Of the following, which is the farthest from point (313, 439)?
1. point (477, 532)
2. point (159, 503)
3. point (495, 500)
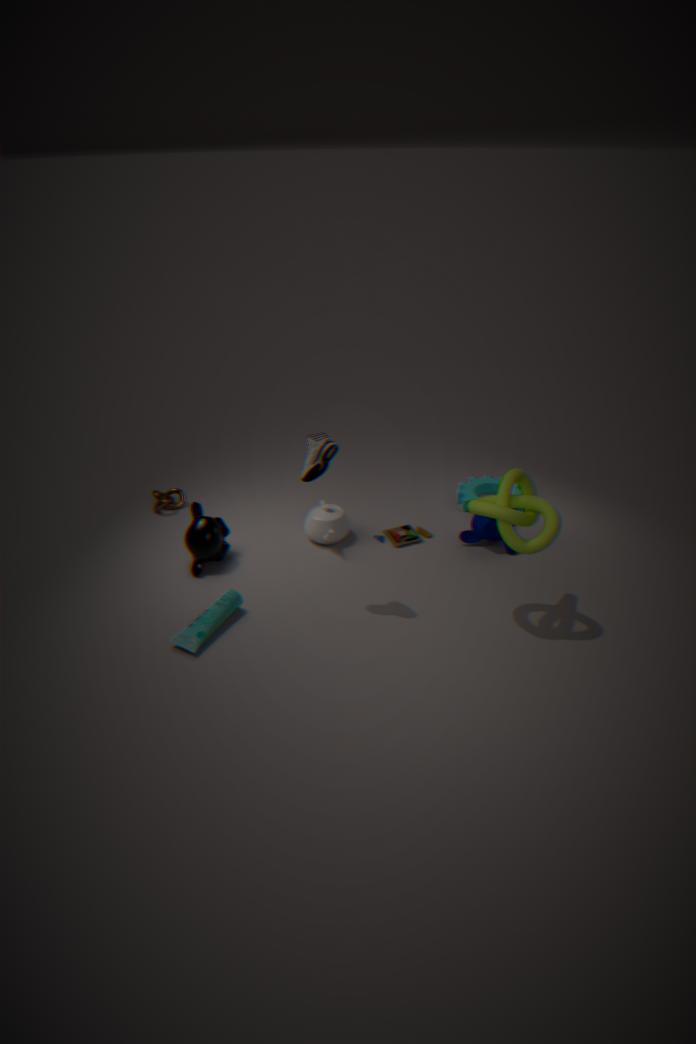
point (159, 503)
